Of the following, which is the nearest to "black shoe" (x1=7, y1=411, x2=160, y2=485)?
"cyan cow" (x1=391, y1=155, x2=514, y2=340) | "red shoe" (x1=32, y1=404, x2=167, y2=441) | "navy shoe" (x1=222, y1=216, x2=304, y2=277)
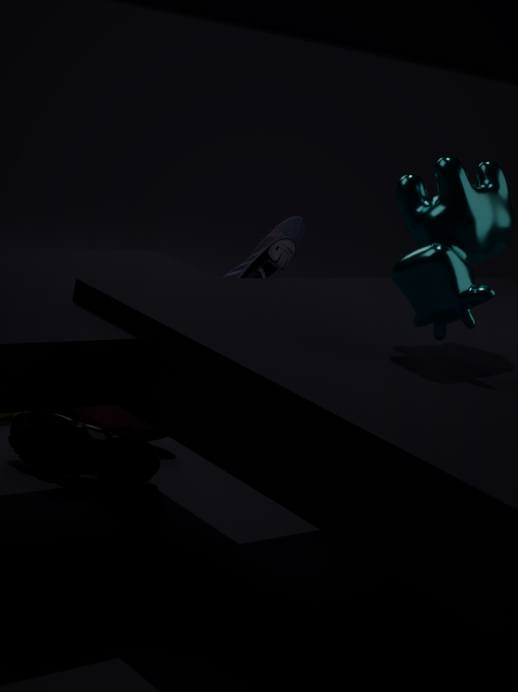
"red shoe" (x1=32, y1=404, x2=167, y2=441)
